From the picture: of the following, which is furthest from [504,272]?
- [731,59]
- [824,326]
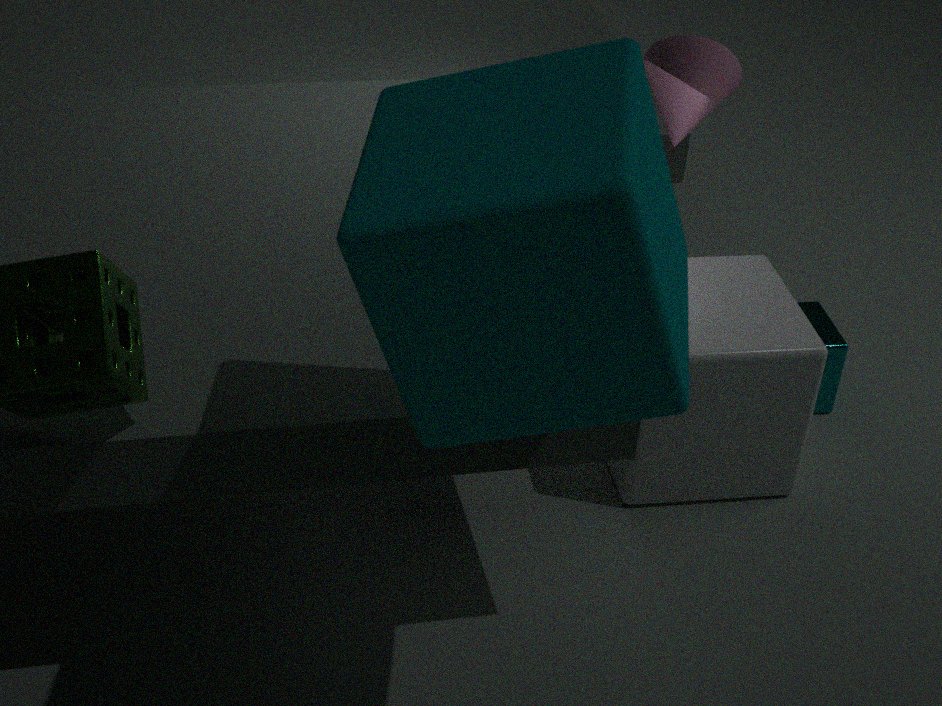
[824,326]
